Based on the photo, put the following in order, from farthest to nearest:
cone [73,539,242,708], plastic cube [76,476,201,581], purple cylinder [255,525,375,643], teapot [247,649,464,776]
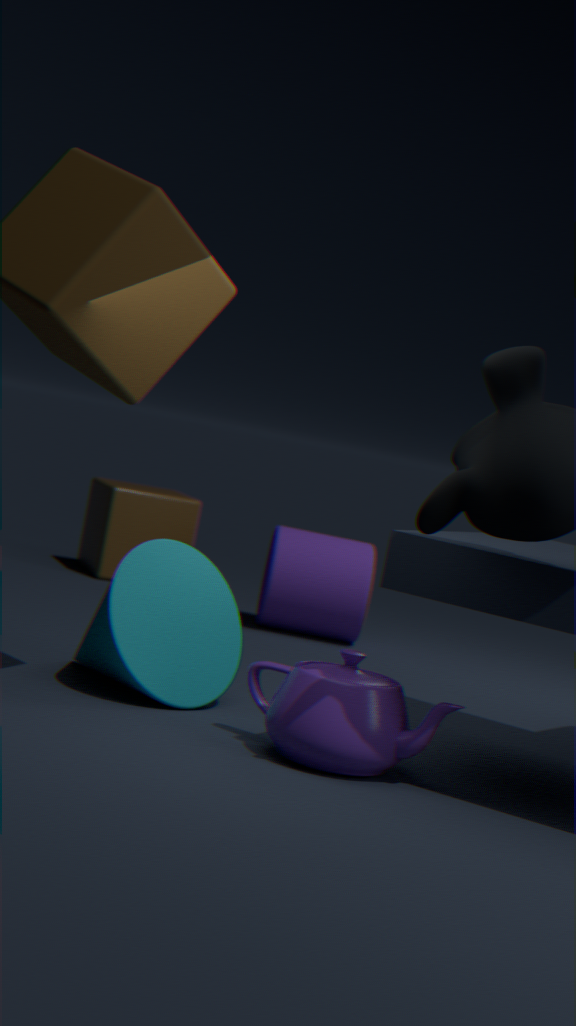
plastic cube [76,476,201,581] → purple cylinder [255,525,375,643] → cone [73,539,242,708] → teapot [247,649,464,776]
